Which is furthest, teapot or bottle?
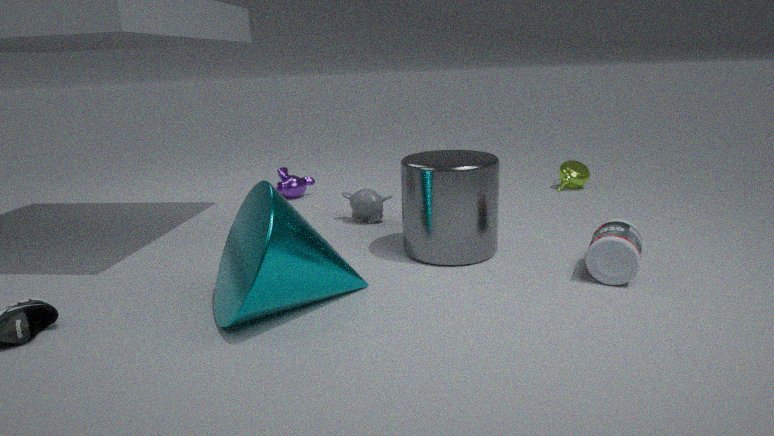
teapot
